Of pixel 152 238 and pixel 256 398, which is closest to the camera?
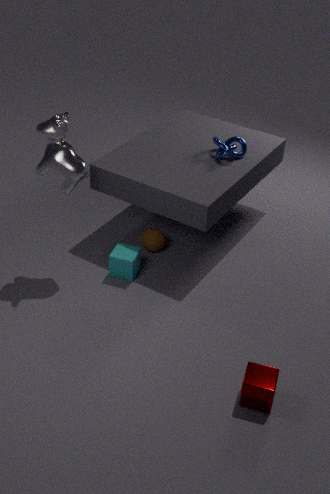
pixel 256 398
